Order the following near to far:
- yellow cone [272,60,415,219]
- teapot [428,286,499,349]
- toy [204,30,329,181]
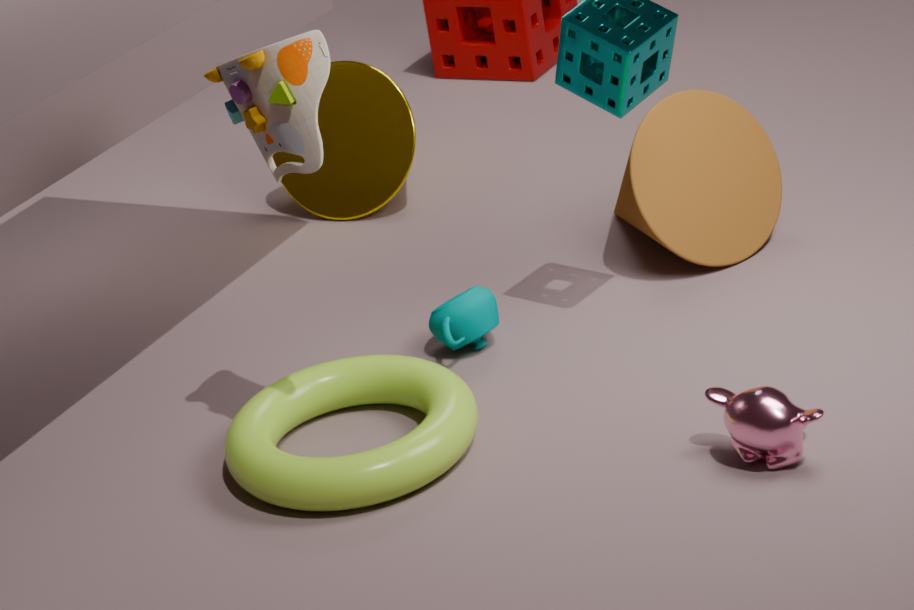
toy [204,30,329,181]
teapot [428,286,499,349]
yellow cone [272,60,415,219]
